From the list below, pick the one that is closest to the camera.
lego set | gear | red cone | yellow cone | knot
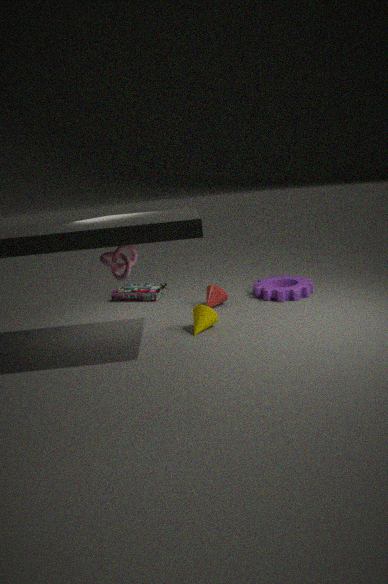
knot
